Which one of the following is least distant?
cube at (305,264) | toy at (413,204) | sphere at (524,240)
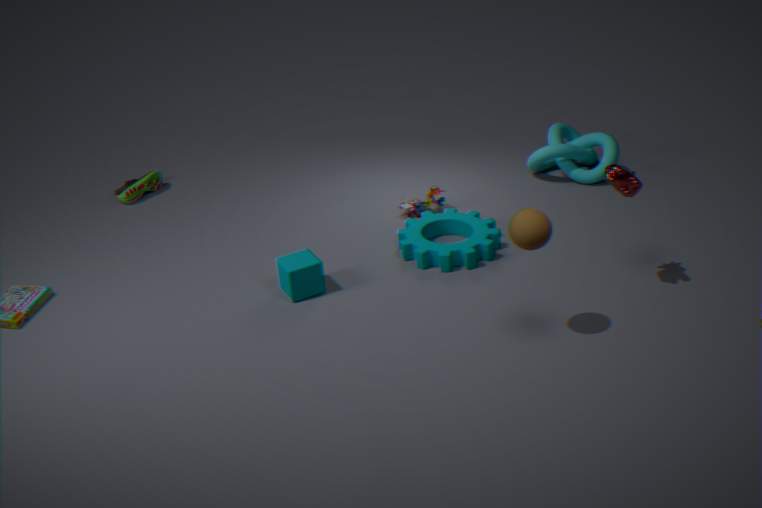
sphere at (524,240)
